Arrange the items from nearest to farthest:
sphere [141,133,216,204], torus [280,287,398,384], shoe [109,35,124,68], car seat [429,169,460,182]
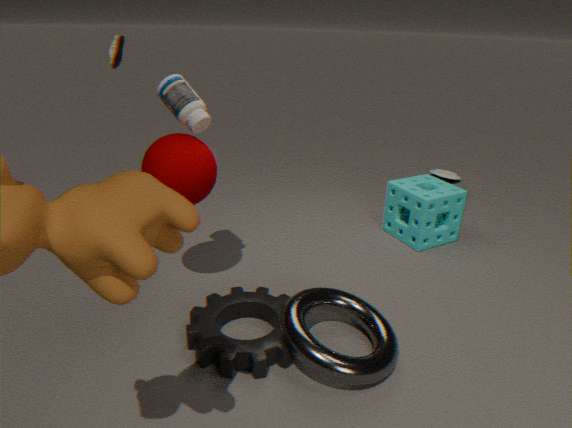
torus [280,287,398,384] → sphere [141,133,216,204] → shoe [109,35,124,68] → car seat [429,169,460,182]
